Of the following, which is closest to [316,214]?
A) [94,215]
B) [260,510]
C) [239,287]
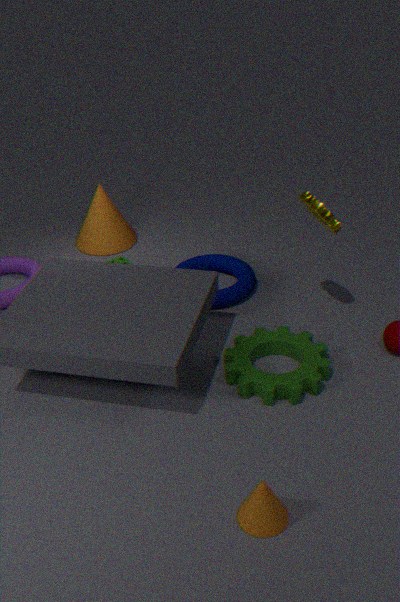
[239,287]
